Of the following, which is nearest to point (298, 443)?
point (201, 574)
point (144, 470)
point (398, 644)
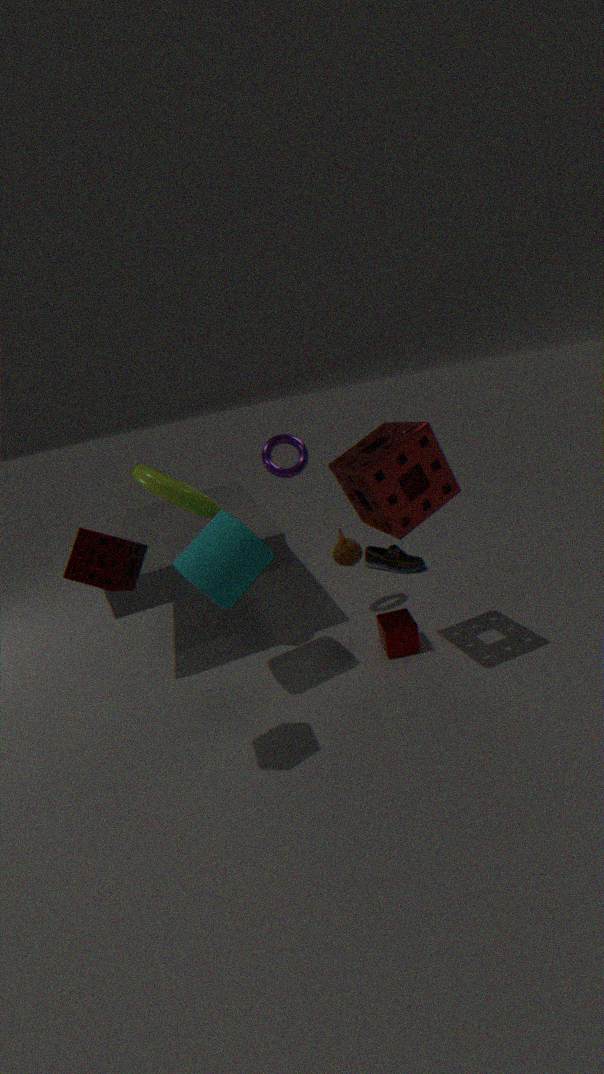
point (144, 470)
